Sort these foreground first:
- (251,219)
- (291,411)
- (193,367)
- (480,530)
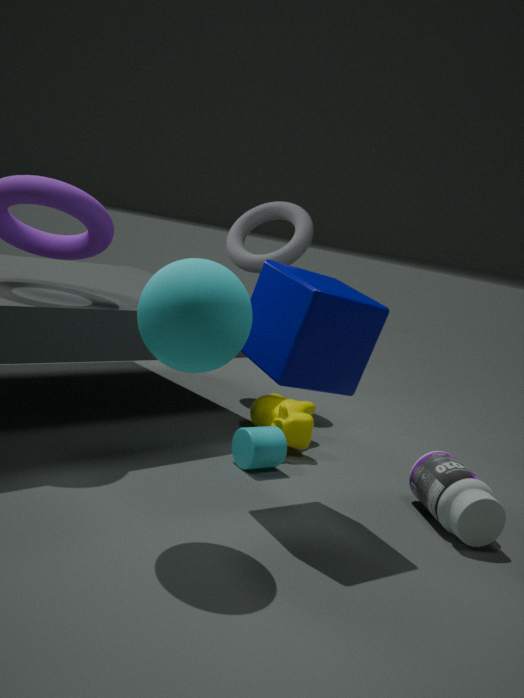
1. (193,367)
2. (480,530)
3. (291,411)
4. (251,219)
